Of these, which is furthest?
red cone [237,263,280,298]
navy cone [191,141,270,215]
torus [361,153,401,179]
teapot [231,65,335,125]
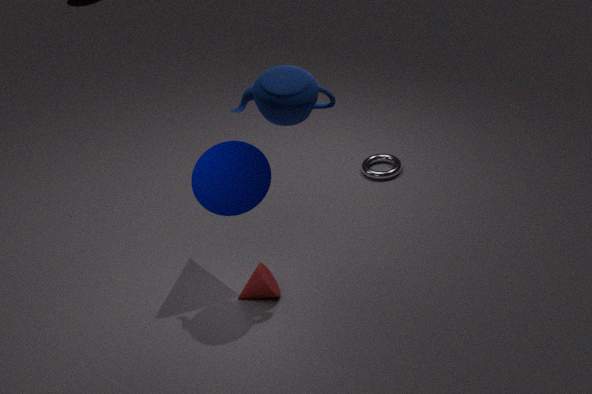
torus [361,153,401,179]
